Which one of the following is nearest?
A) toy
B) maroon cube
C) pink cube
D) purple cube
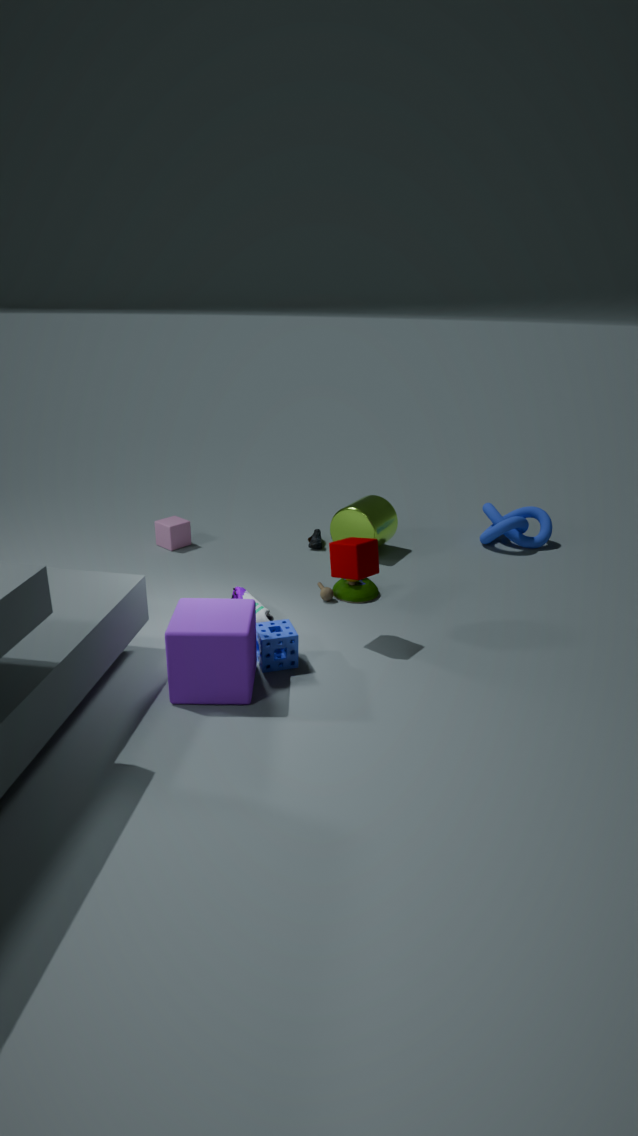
purple cube
